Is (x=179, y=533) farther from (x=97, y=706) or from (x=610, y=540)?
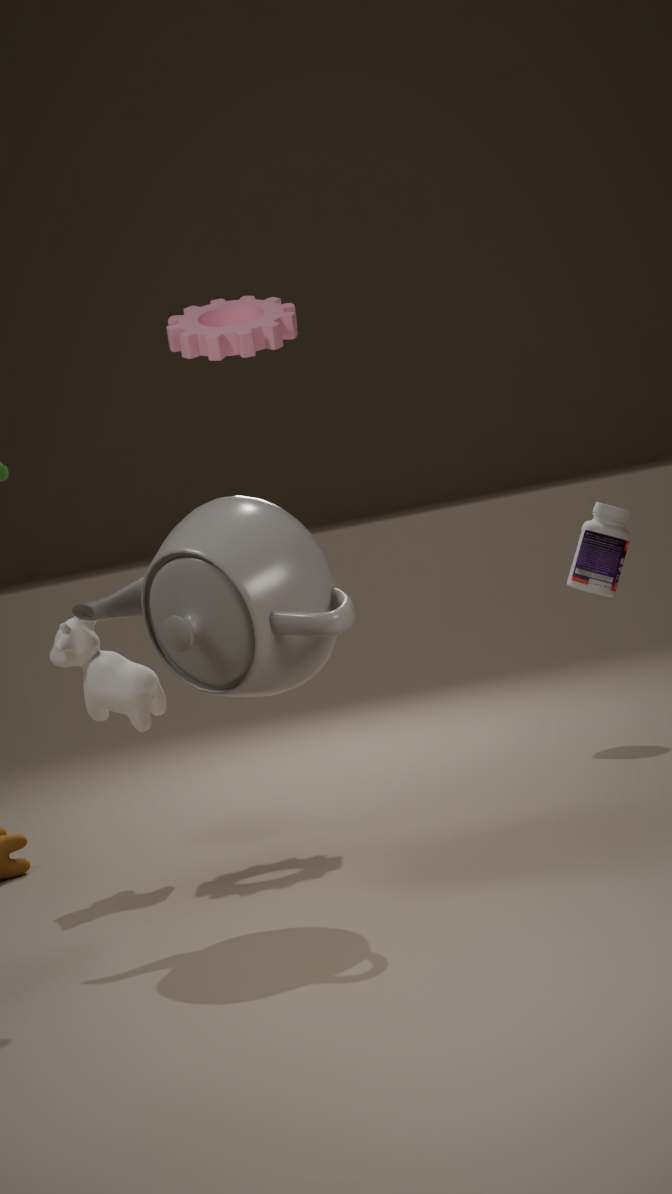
(x=610, y=540)
